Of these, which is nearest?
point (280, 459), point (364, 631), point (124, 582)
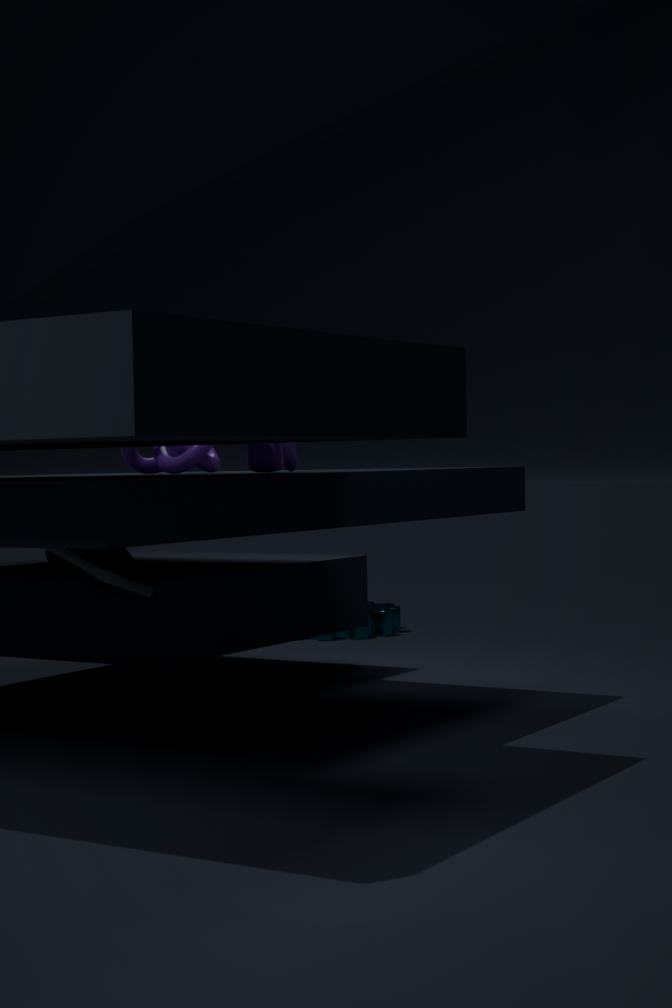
point (124, 582)
